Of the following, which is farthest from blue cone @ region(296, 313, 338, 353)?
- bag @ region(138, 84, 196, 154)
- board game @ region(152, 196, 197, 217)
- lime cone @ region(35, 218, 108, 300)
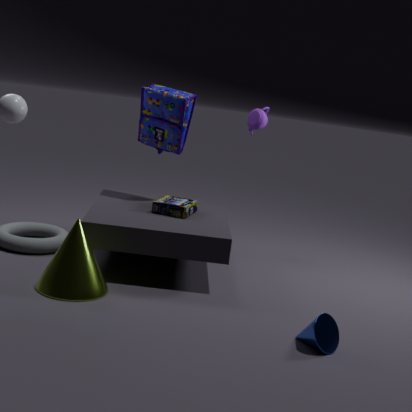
bag @ region(138, 84, 196, 154)
